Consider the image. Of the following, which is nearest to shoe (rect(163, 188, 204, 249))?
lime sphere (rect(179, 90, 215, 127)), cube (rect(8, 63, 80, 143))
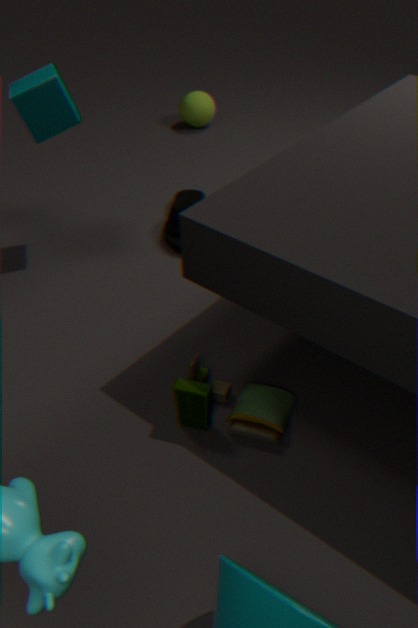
cube (rect(8, 63, 80, 143))
